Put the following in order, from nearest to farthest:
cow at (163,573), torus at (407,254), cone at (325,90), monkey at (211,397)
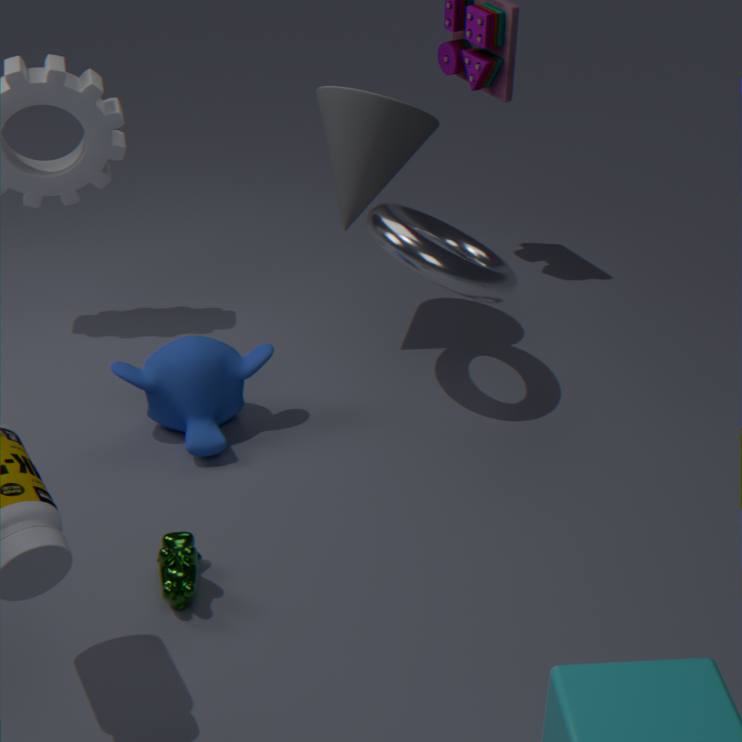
cow at (163,573) < torus at (407,254) < monkey at (211,397) < cone at (325,90)
